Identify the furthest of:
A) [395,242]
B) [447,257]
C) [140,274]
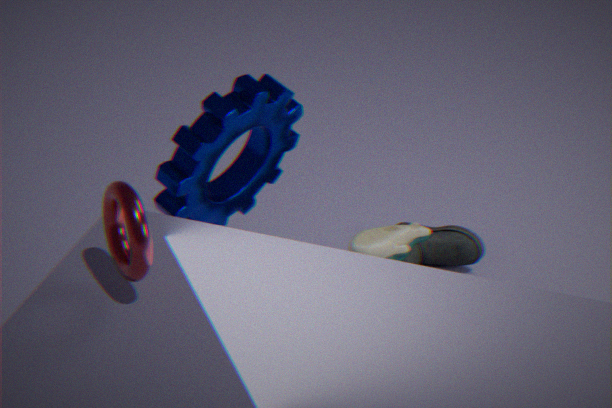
[447,257]
